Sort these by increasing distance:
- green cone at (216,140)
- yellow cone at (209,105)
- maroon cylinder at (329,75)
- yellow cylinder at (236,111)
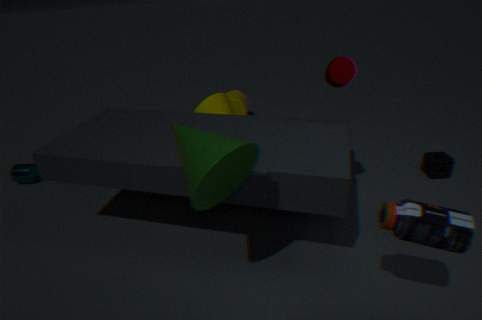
green cone at (216,140), maroon cylinder at (329,75), yellow cone at (209,105), yellow cylinder at (236,111)
